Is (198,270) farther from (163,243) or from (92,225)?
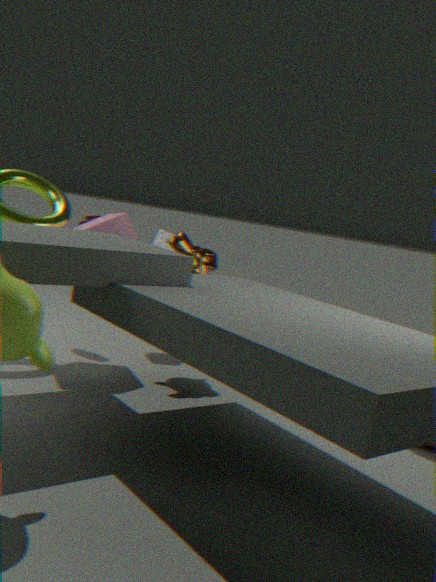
(163,243)
